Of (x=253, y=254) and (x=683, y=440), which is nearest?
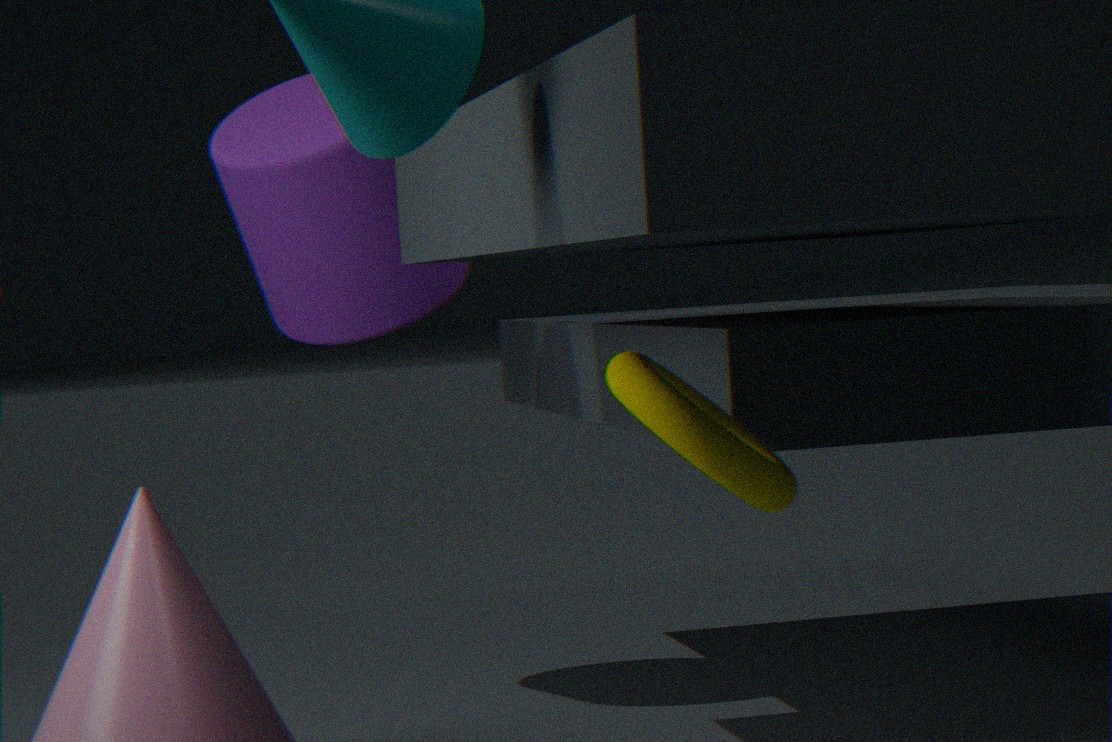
(x=683, y=440)
